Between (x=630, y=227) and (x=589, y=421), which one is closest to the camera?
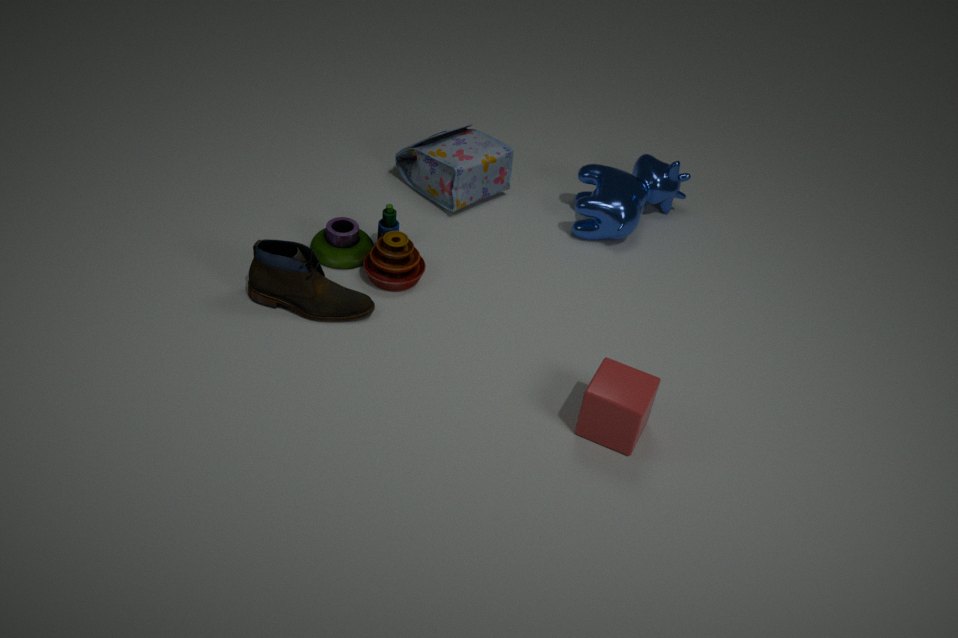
(x=589, y=421)
